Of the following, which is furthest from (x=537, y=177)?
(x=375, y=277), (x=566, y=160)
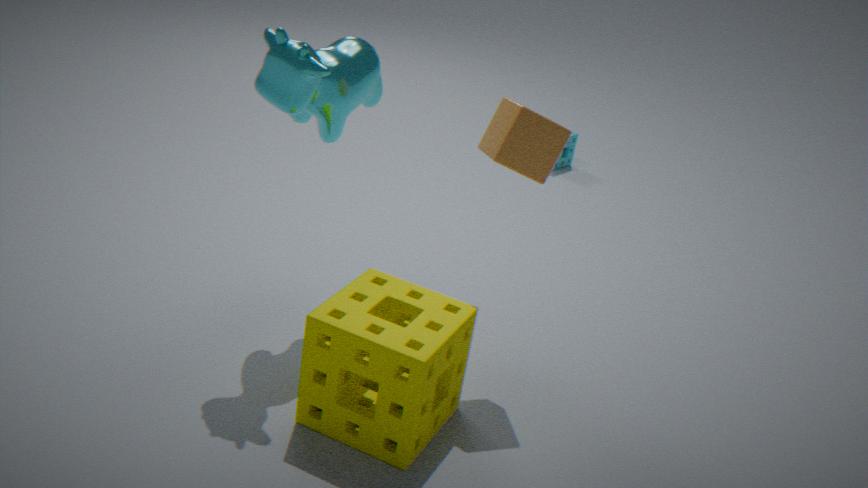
(x=566, y=160)
